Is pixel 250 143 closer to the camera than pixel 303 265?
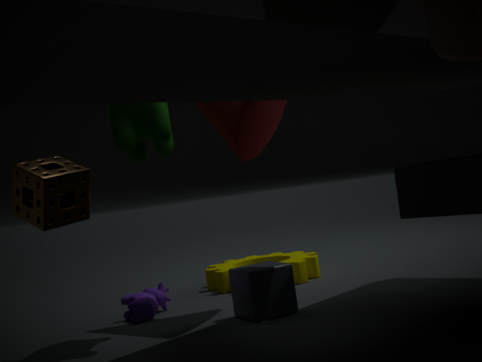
Yes
